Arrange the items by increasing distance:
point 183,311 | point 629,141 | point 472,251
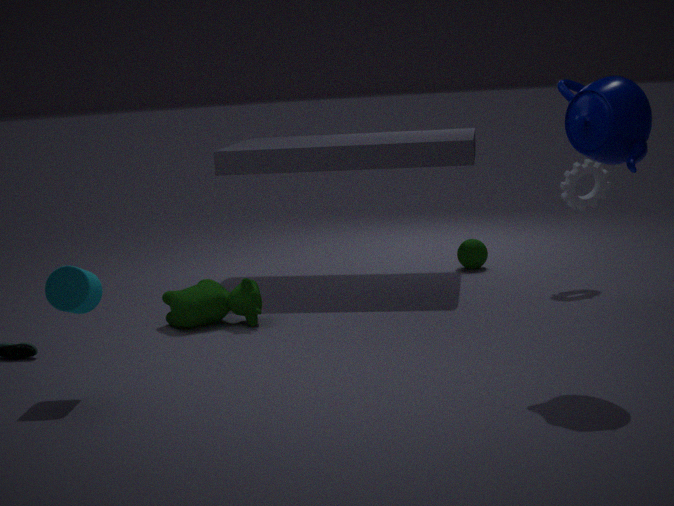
point 629,141, point 183,311, point 472,251
